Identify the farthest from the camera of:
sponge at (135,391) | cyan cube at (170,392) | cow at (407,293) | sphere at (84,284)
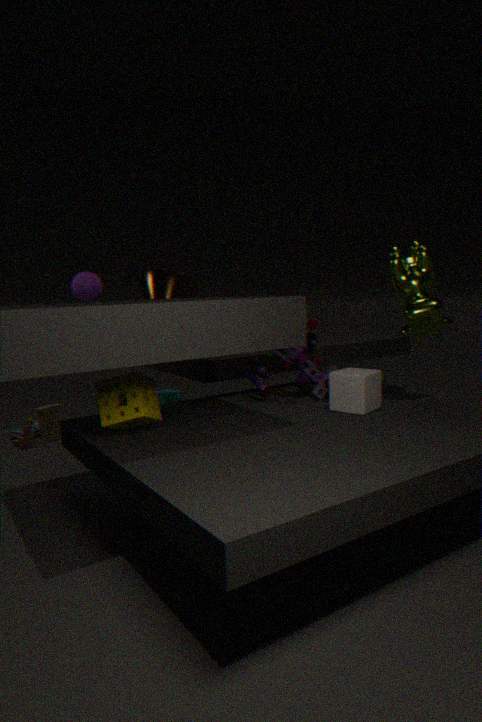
cyan cube at (170,392)
